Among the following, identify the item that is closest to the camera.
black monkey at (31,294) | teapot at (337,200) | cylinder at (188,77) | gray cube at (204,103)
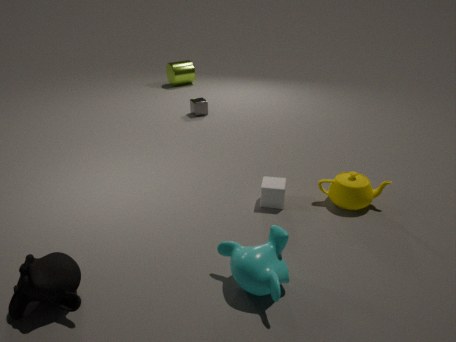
black monkey at (31,294)
